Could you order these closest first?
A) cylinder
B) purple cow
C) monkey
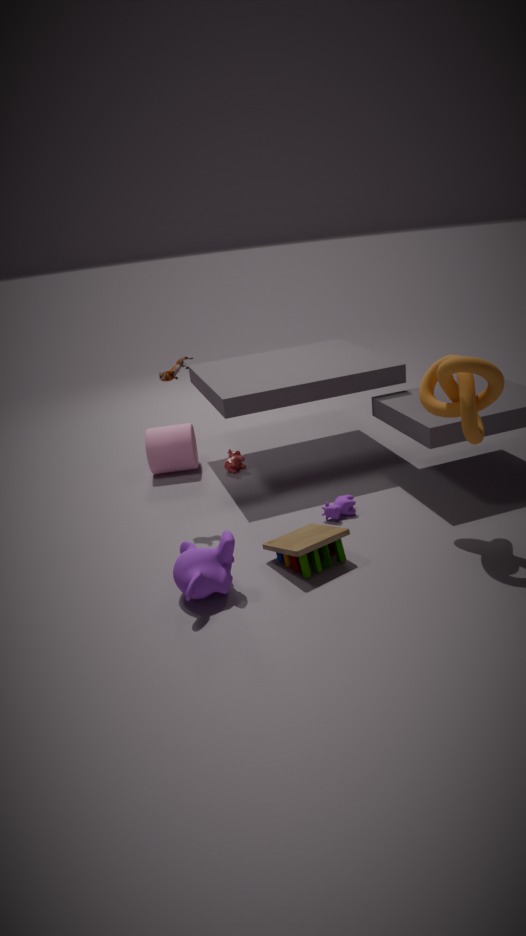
1. monkey
2. purple cow
3. cylinder
